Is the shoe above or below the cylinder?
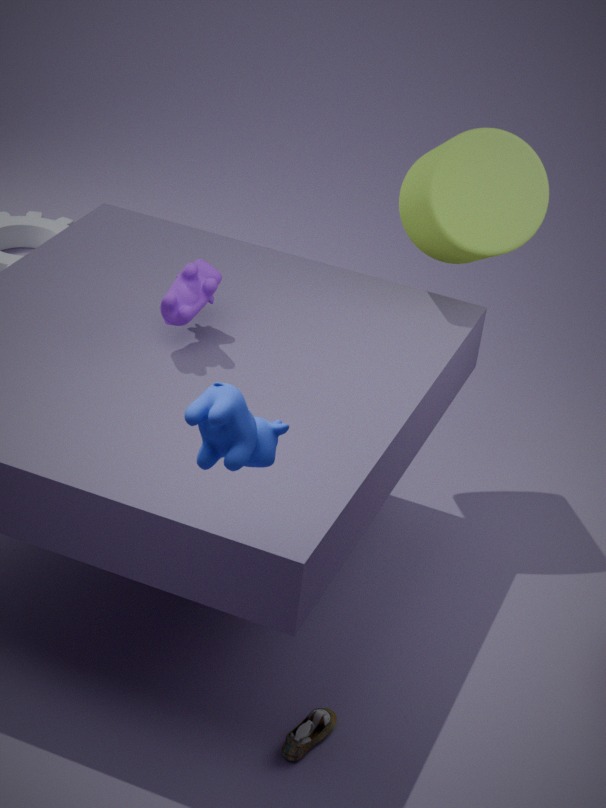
below
